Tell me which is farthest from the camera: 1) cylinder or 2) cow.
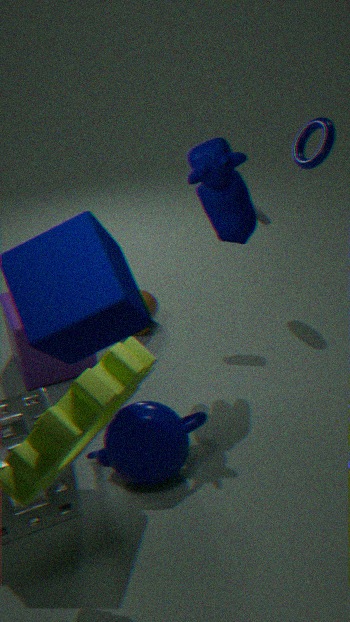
1. cylinder
